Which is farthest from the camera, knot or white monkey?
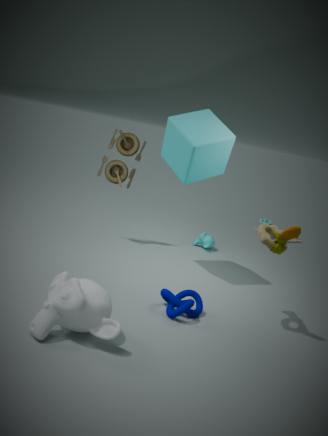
knot
